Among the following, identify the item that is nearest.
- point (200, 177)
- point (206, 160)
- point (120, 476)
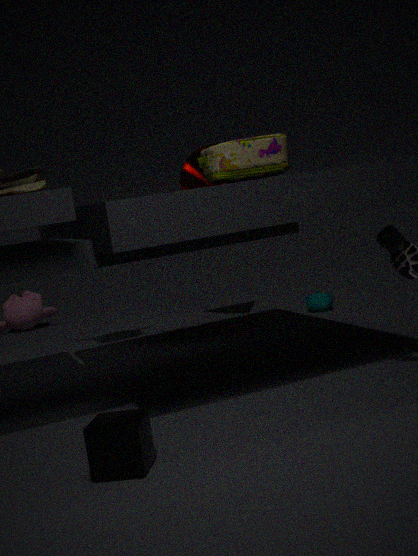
point (120, 476)
